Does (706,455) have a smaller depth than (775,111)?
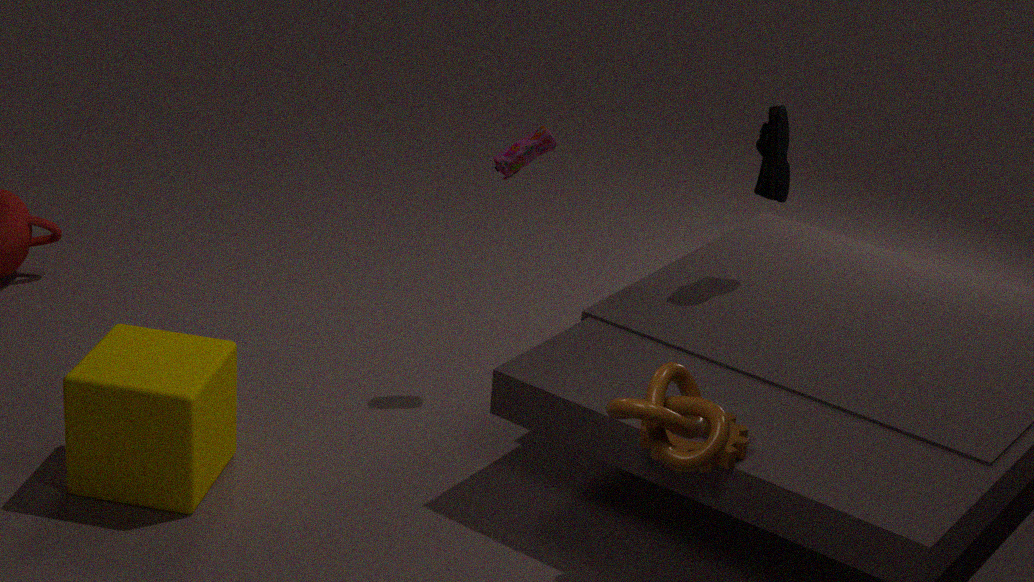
Yes
